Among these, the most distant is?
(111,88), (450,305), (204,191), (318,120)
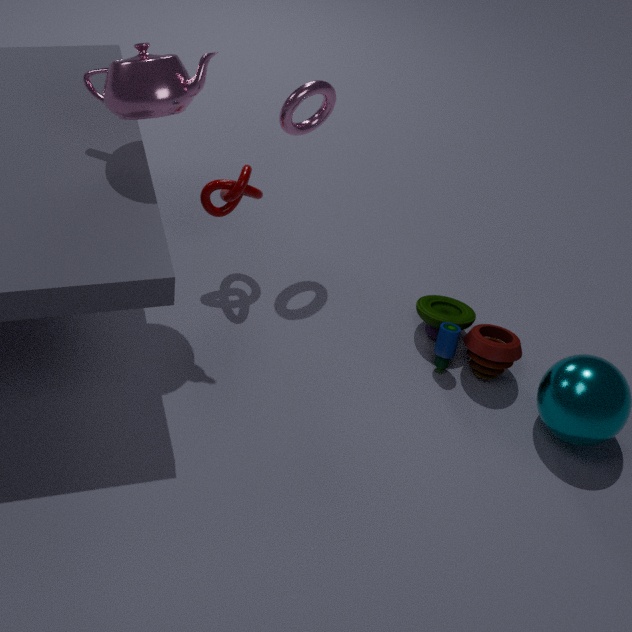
(450,305)
